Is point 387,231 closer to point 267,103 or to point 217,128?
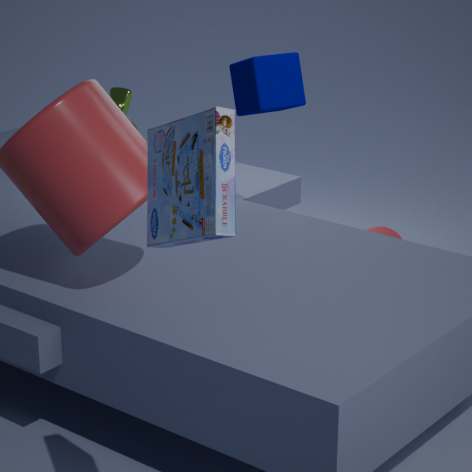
point 267,103
